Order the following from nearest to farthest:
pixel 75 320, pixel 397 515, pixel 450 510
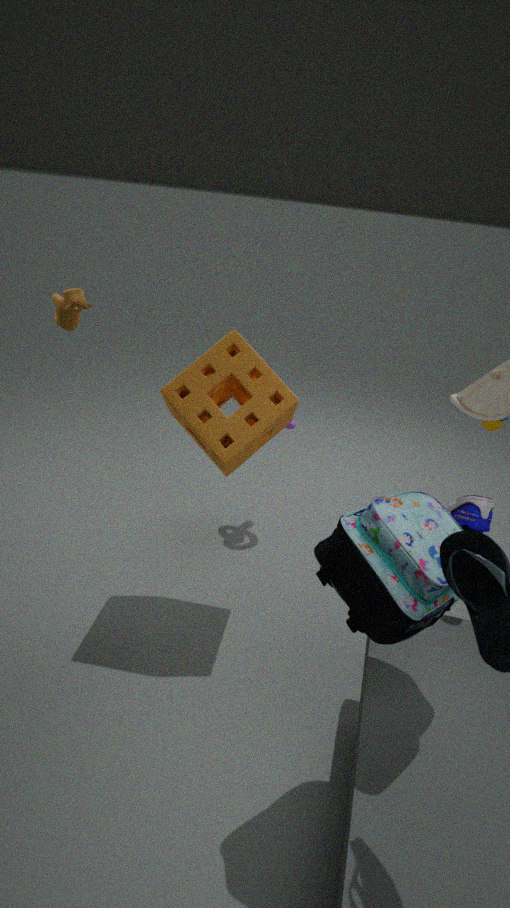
pixel 397 515 < pixel 450 510 < pixel 75 320
